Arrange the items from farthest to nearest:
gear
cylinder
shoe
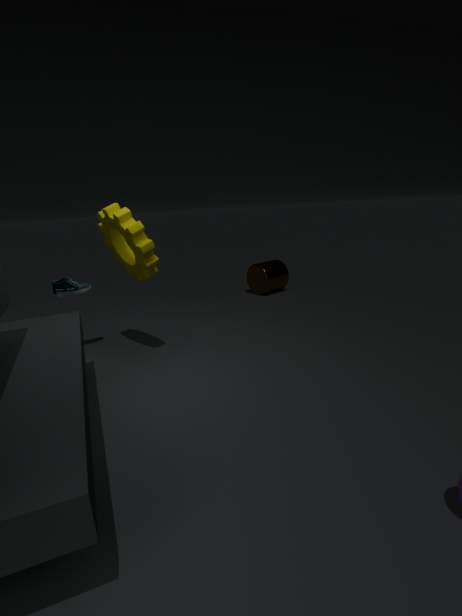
cylinder < shoe < gear
